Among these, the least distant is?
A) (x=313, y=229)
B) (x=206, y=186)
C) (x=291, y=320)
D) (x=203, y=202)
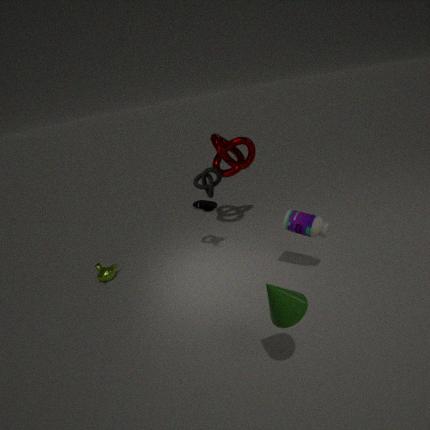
(x=291, y=320)
